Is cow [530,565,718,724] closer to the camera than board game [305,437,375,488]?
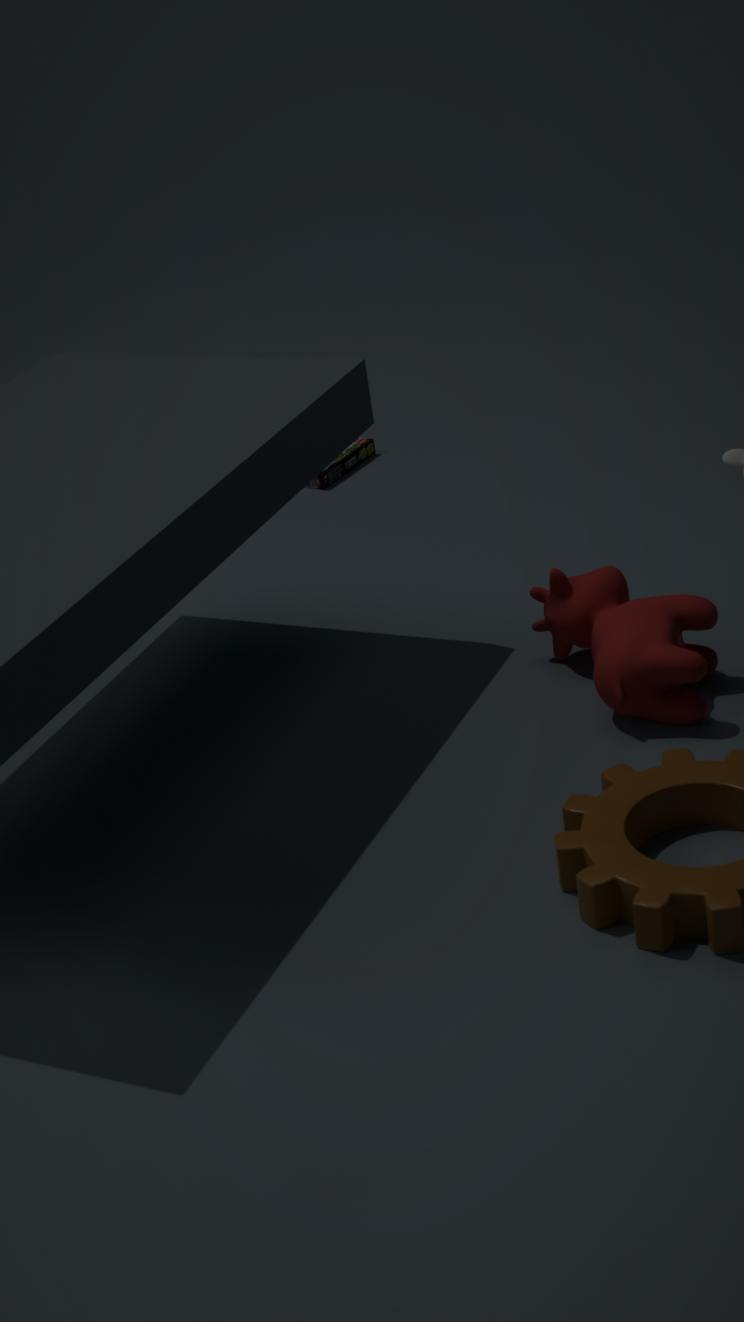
Yes
